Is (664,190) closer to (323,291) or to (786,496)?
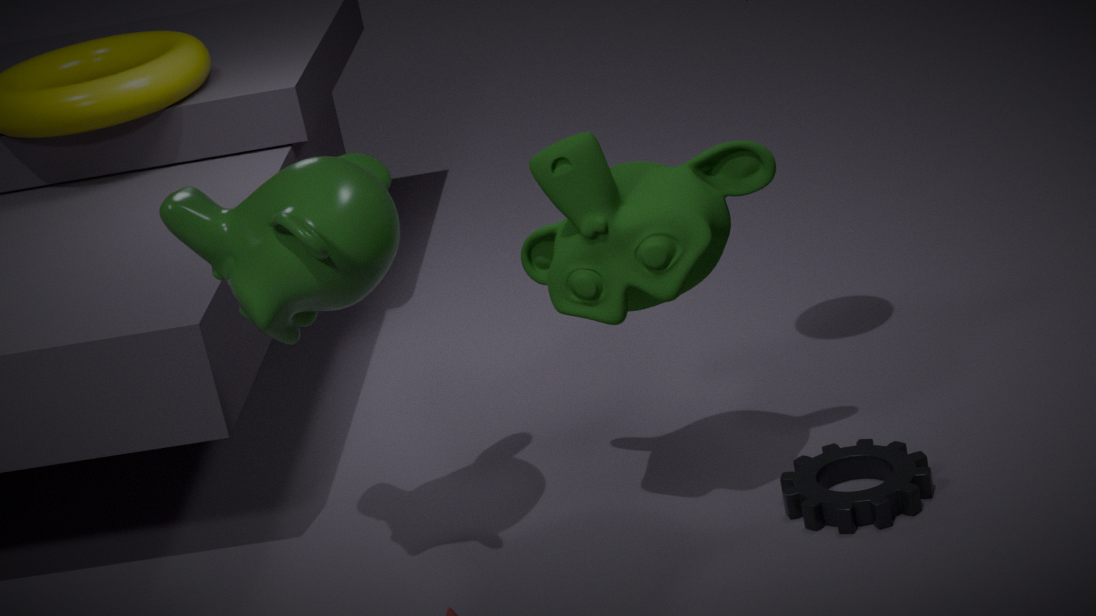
(323,291)
